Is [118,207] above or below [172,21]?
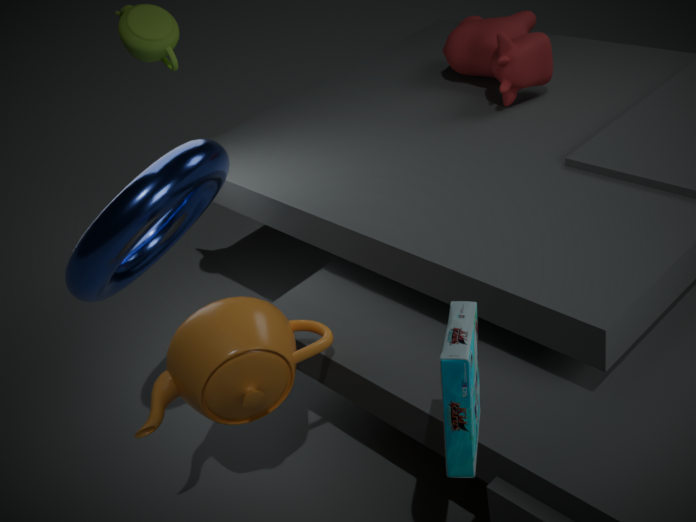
below
